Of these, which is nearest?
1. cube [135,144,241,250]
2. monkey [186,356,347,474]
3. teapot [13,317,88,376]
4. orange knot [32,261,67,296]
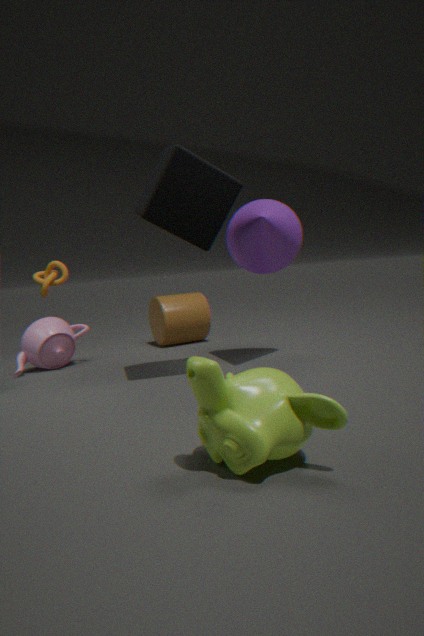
monkey [186,356,347,474]
